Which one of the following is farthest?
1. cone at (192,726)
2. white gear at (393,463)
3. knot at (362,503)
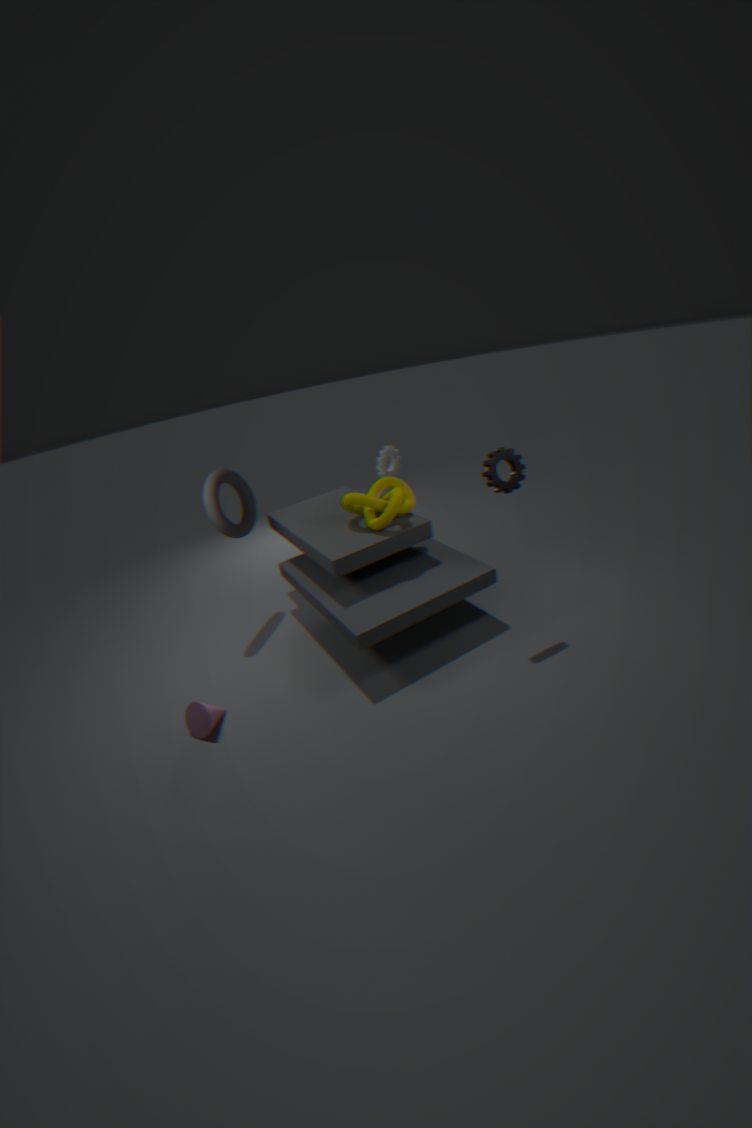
white gear at (393,463)
